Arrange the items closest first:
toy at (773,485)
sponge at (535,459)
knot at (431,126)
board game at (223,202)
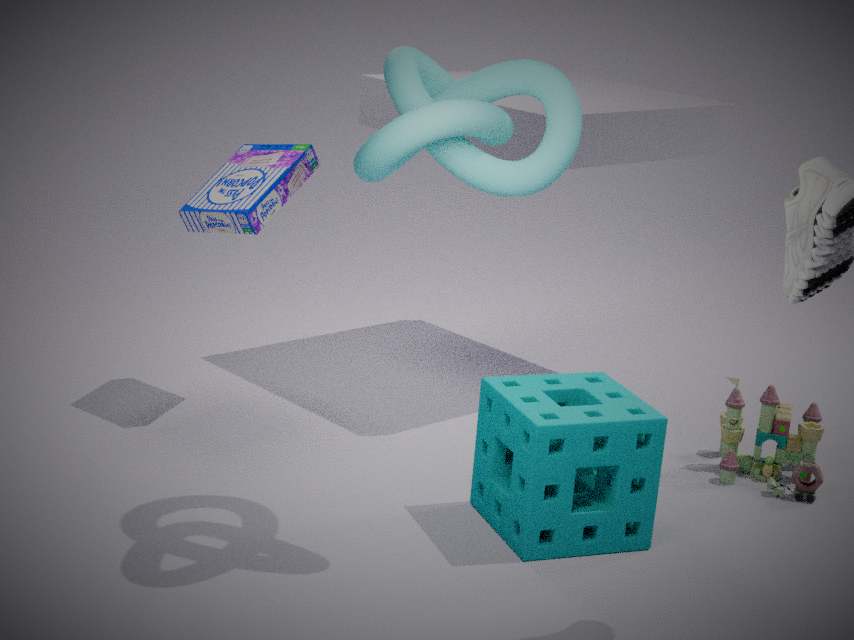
knot at (431,126) → sponge at (535,459) → toy at (773,485) → board game at (223,202)
